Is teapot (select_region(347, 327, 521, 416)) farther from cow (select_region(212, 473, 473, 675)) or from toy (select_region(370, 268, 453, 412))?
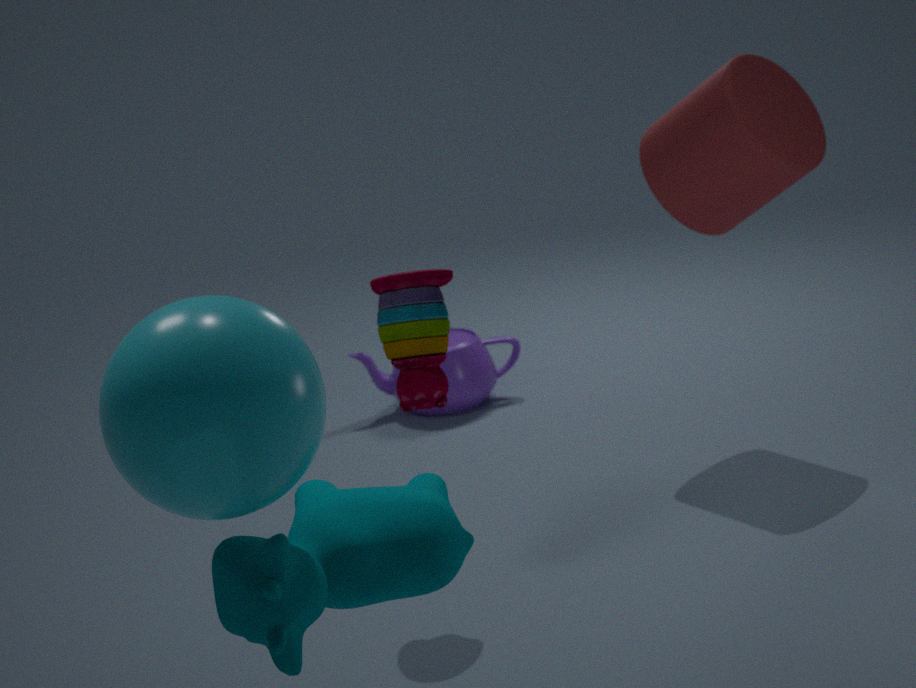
cow (select_region(212, 473, 473, 675))
